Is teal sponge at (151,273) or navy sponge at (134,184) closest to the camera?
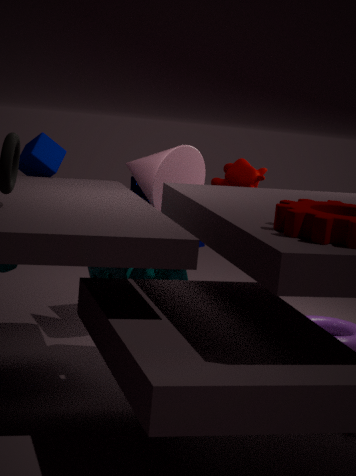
teal sponge at (151,273)
